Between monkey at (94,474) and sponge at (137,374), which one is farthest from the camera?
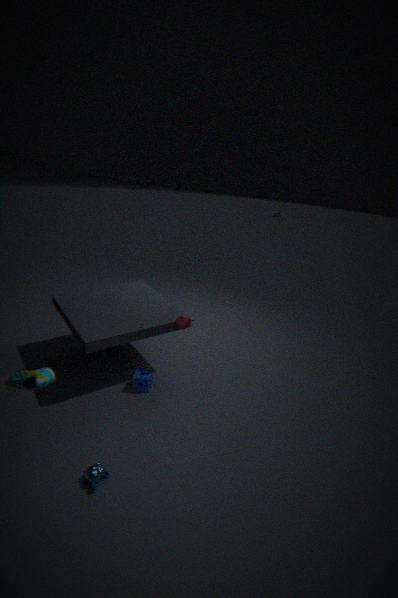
sponge at (137,374)
